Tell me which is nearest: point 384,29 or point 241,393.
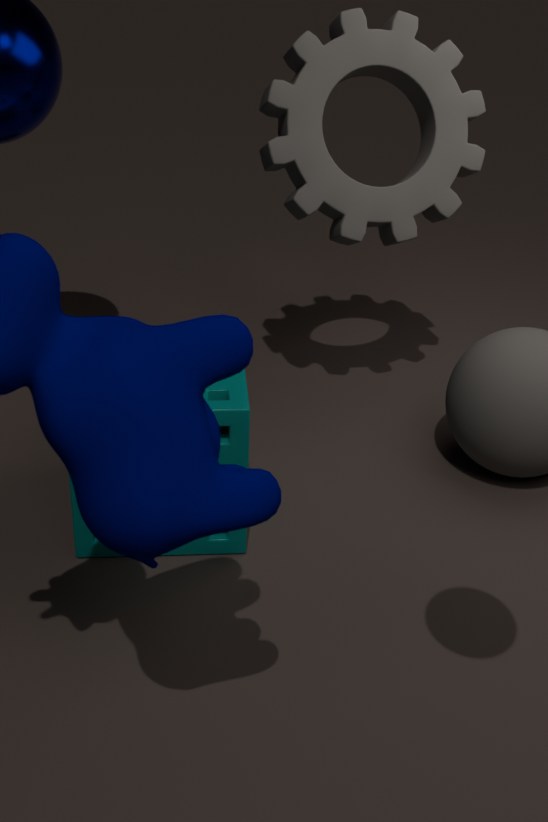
point 241,393
